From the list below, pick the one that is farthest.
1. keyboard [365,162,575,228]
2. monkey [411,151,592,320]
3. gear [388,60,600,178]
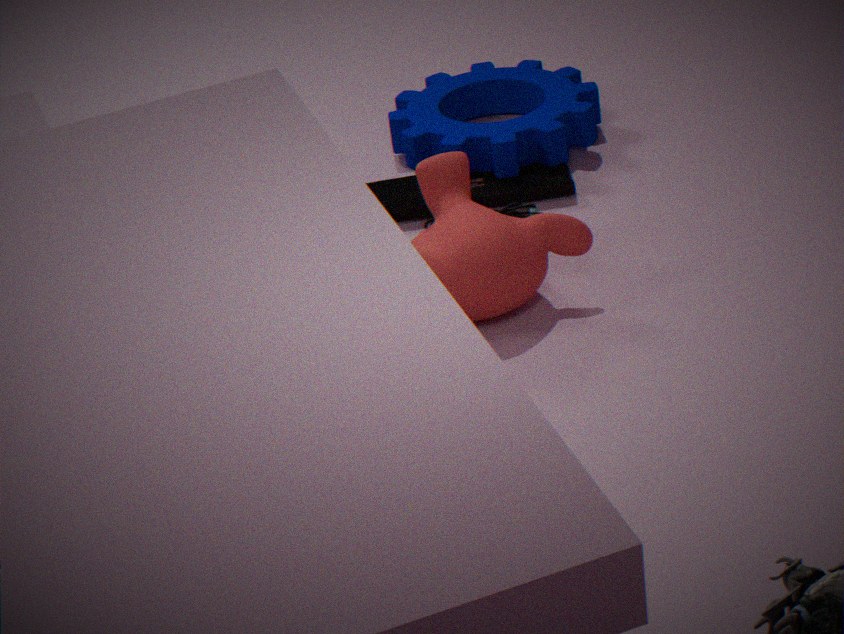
gear [388,60,600,178]
